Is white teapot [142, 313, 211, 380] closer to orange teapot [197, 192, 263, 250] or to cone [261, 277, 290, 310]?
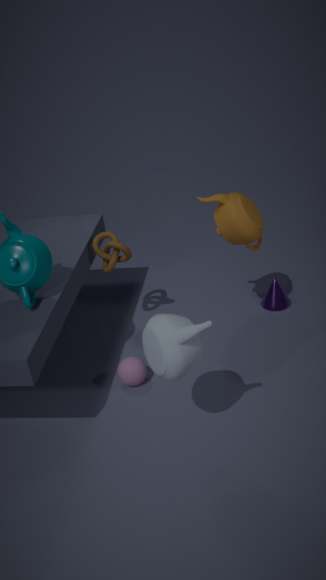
orange teapot [197, 192, 263, 250]
